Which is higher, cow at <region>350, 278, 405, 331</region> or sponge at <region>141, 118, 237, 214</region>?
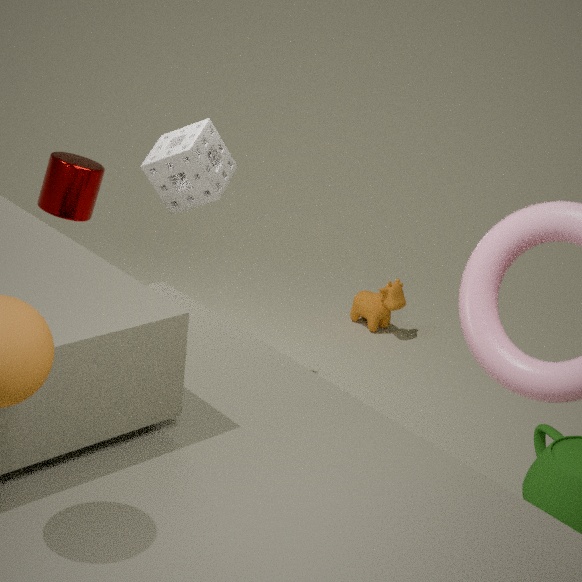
sponge at <region>141, 118, 237, 214</region>
